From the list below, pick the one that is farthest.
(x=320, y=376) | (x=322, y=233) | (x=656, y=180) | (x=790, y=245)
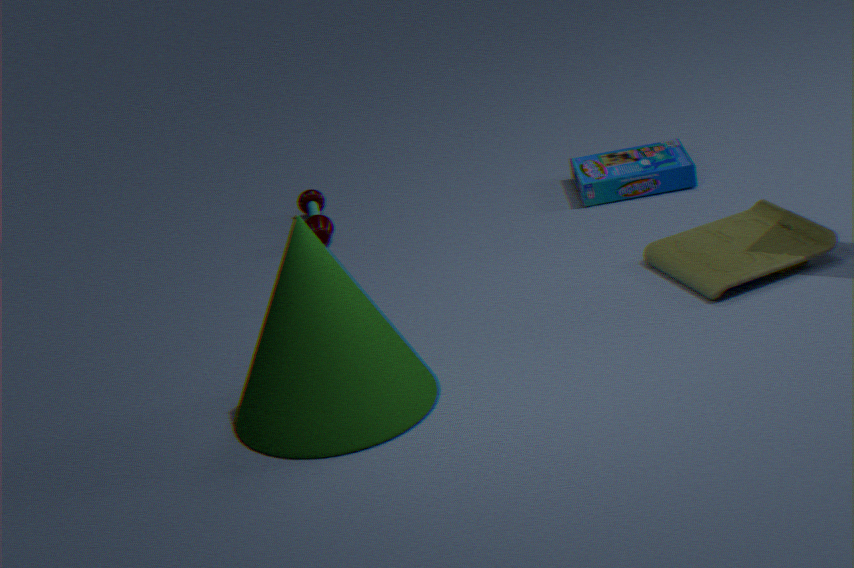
(x=322, y=233)
